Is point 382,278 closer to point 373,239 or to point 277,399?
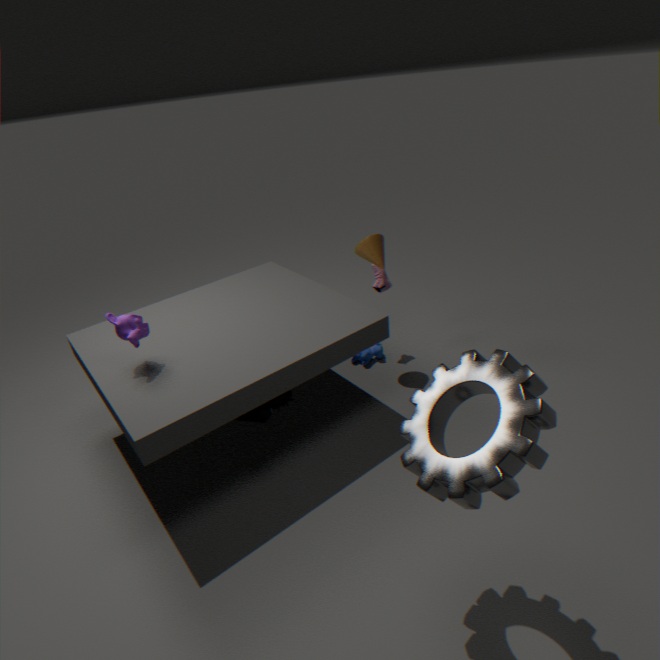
point 373,239
